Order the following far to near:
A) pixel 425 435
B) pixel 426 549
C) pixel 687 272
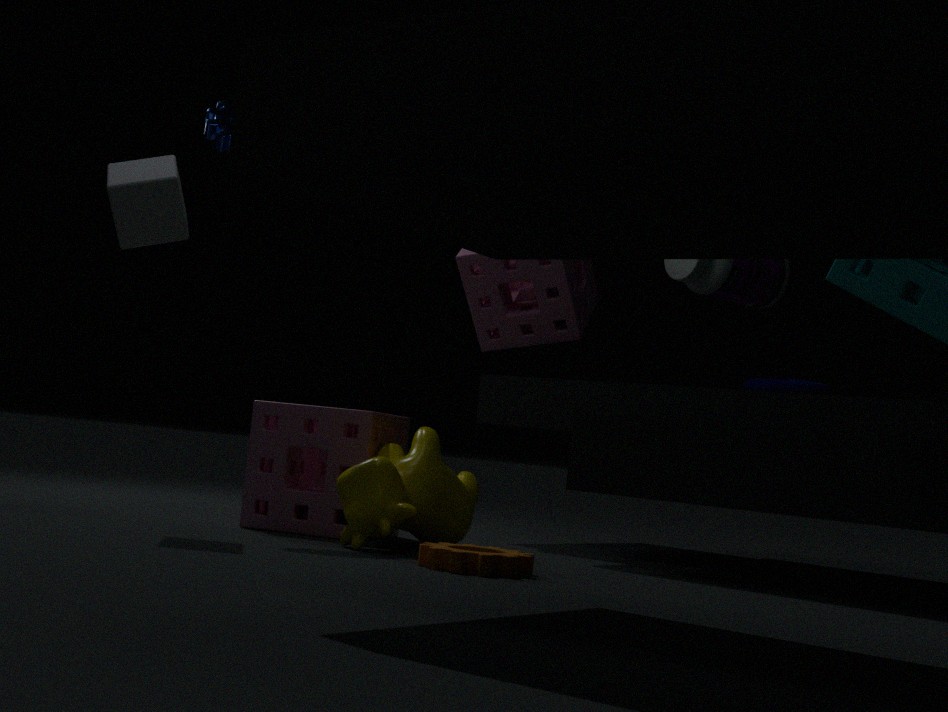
pixel 687 272 < pixel 425 435 < pixel 426 549
